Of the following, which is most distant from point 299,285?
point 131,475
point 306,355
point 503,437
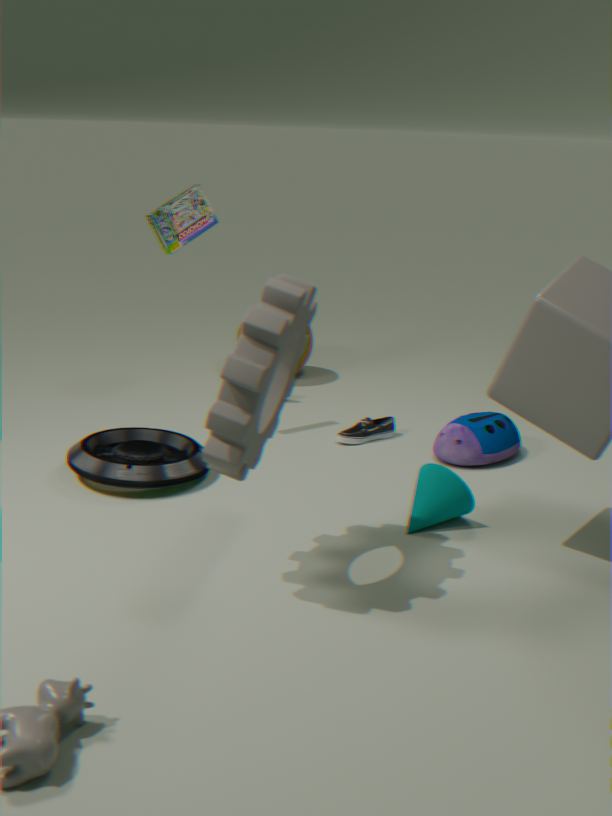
point 306,355
